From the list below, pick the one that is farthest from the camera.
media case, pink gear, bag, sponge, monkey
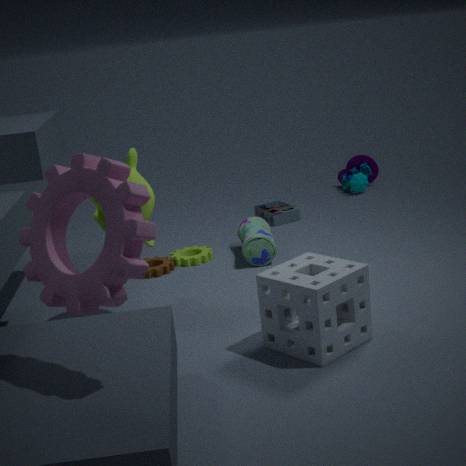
media case
